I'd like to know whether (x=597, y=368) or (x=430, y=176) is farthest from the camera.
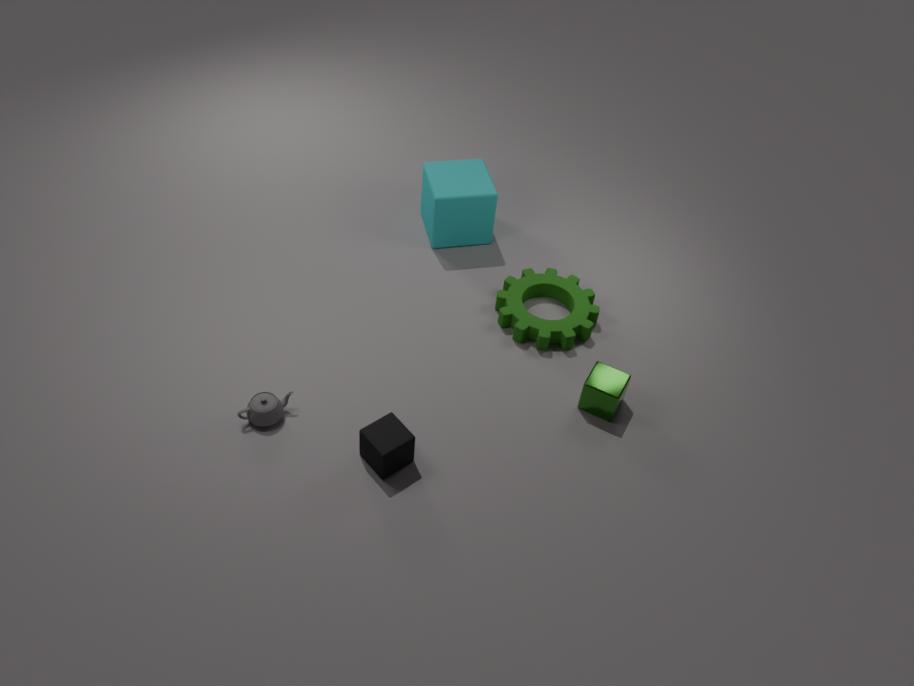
(x=430, y=176)
